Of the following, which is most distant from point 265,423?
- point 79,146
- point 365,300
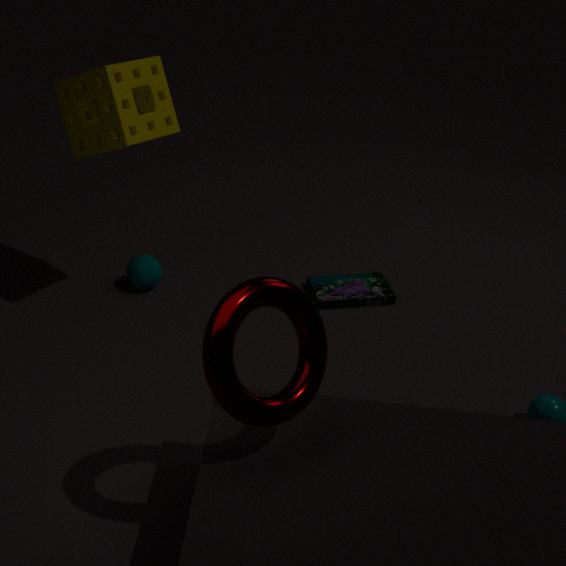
point 365,300
